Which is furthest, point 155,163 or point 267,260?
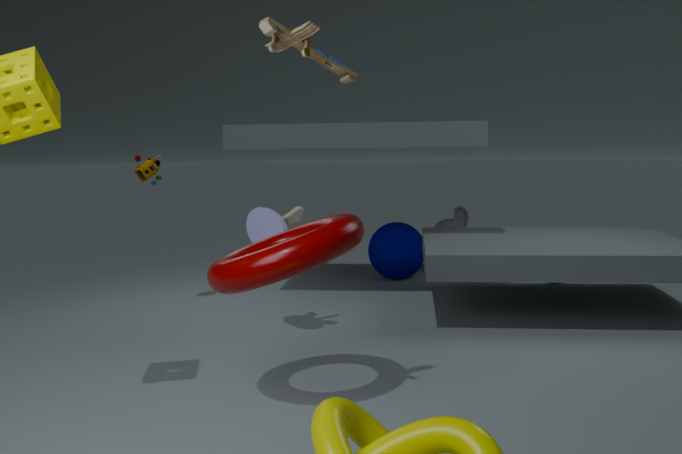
point 155,163
